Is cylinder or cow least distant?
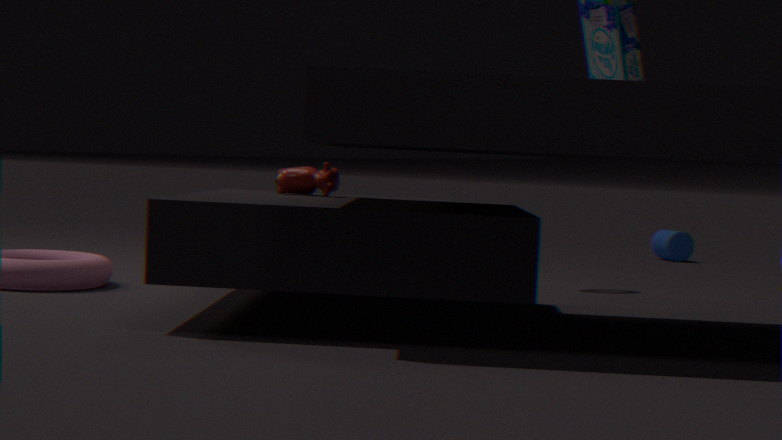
cow
